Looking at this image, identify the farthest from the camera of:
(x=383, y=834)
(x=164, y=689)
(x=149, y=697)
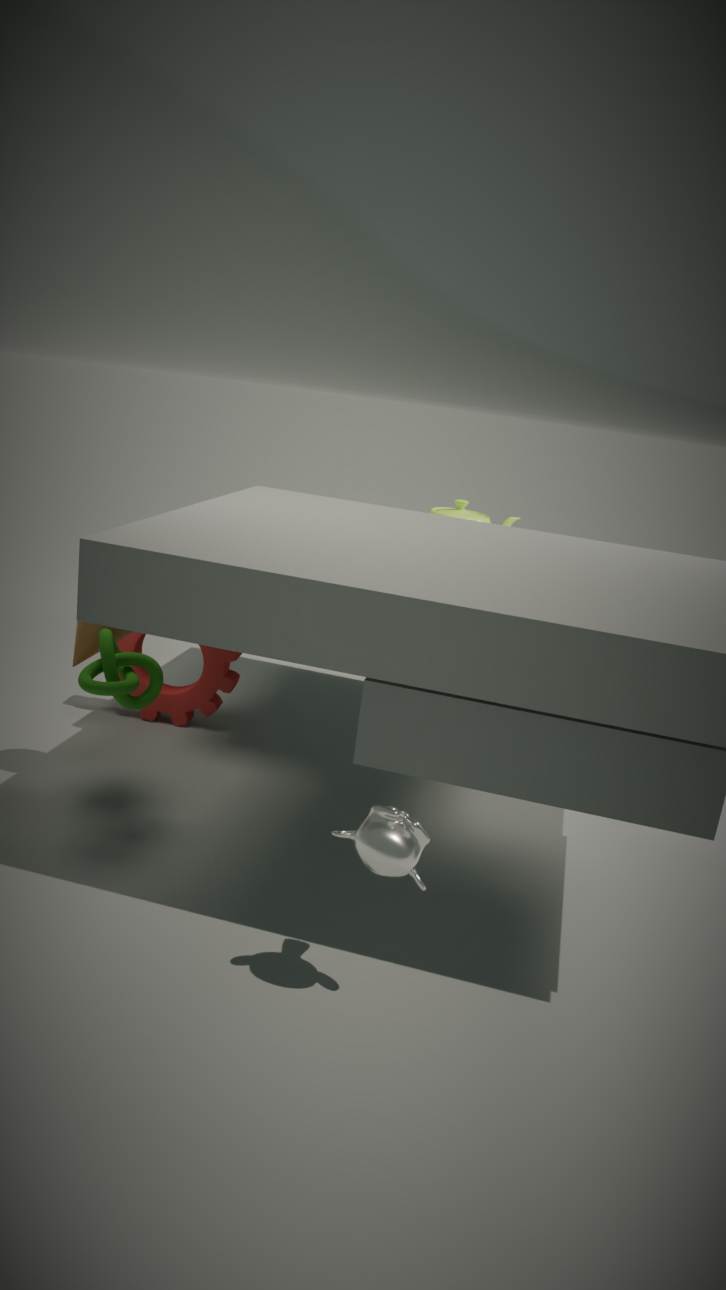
(x=164, y=689)
